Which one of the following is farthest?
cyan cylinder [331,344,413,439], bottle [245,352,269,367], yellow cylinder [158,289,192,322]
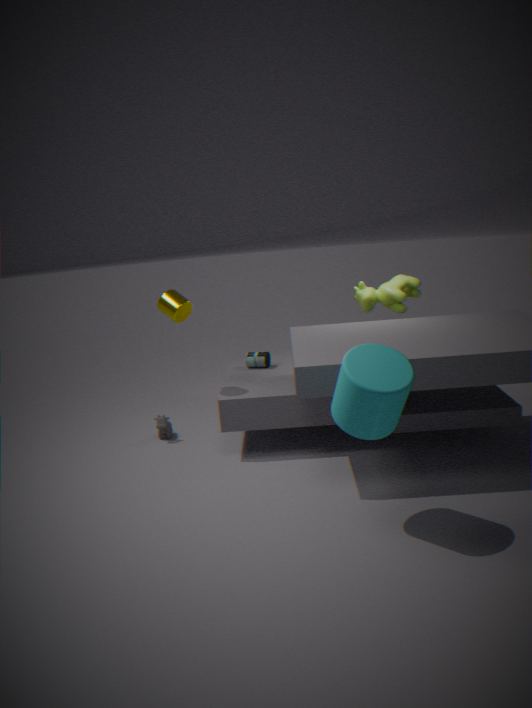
bottle [245,352,269,367]
